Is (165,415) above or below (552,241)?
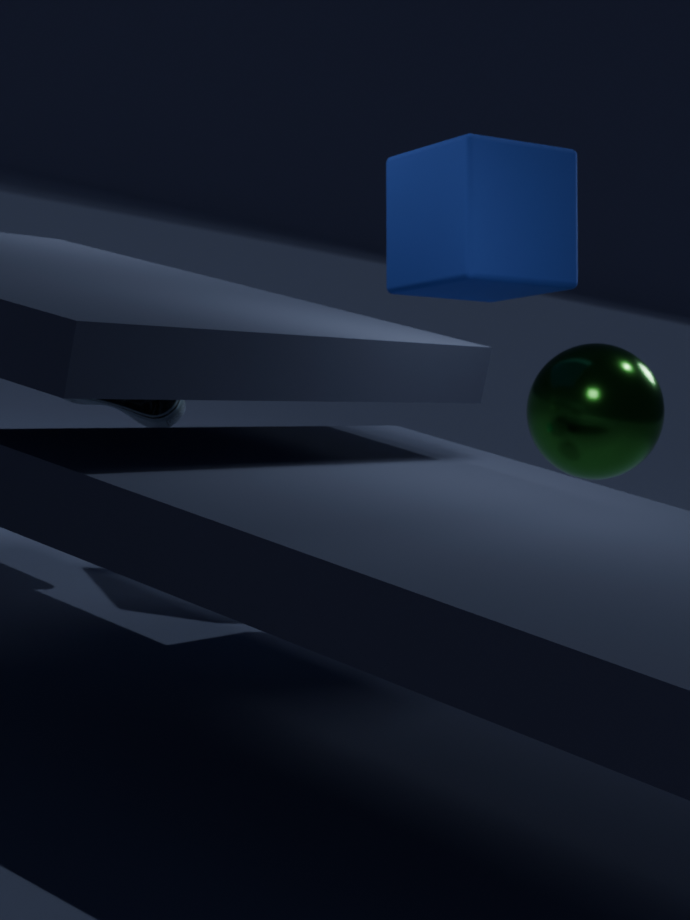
below
